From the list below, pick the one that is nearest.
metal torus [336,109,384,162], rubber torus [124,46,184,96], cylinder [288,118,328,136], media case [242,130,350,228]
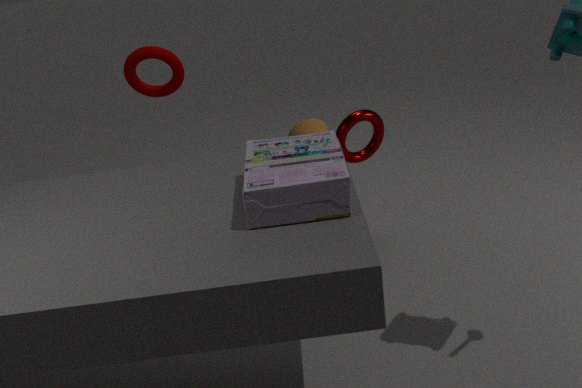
media case [242,130,350,228]
